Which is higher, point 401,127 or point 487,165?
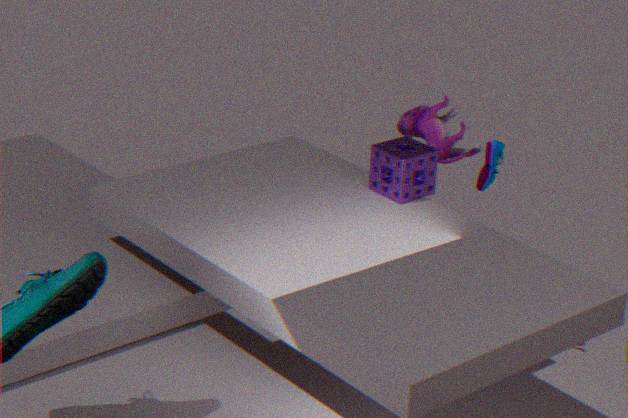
point 401,127
